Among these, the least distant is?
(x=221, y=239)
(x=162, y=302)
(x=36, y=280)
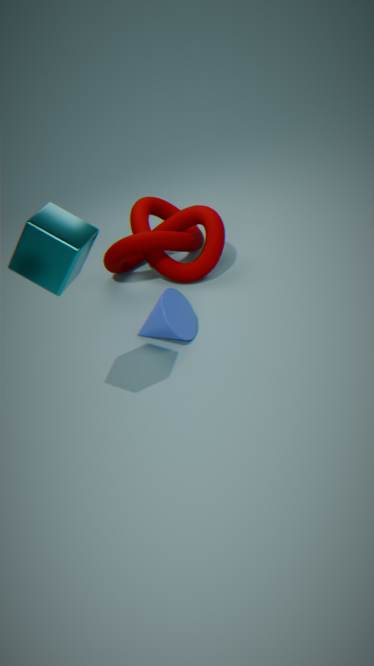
(x=36, y=280)
